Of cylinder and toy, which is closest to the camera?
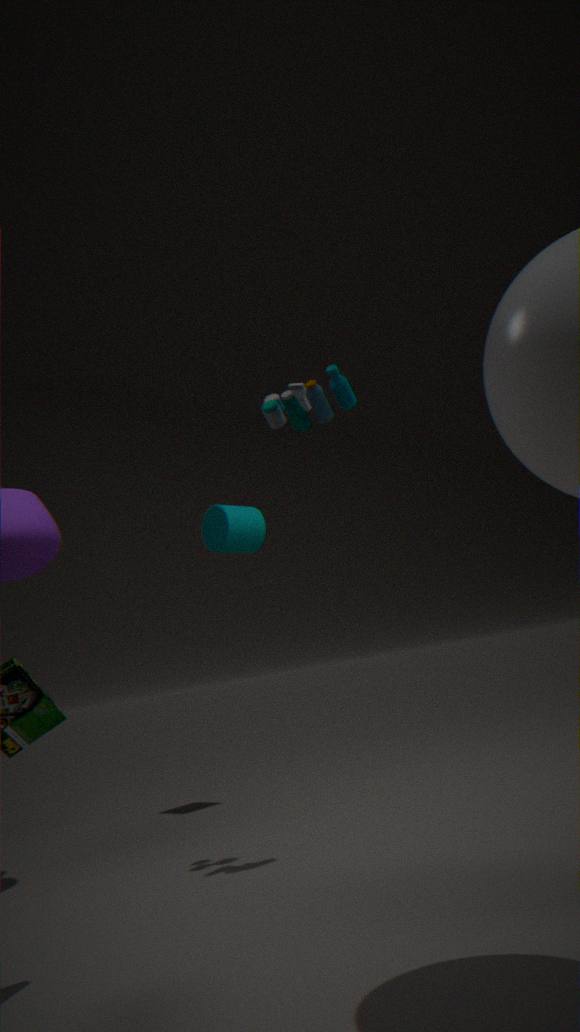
toy
